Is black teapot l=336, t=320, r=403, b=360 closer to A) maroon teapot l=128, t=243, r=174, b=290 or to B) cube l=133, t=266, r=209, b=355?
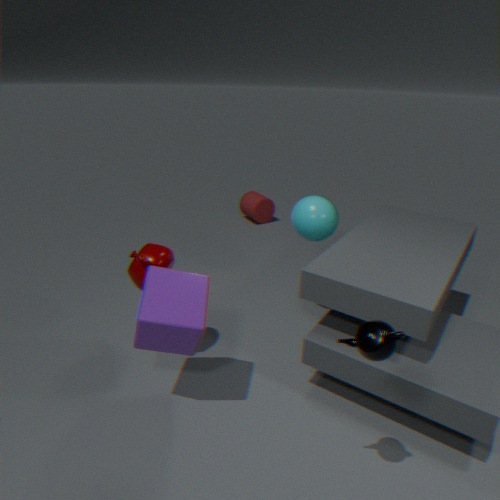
B) cube l=133, t=266, r=209, b=355
